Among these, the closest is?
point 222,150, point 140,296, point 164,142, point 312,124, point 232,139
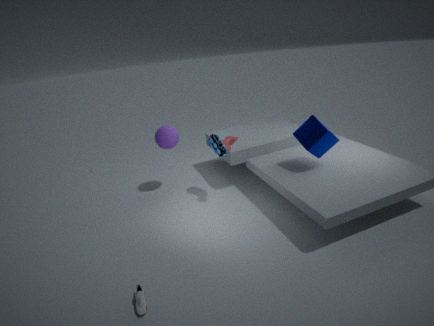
point 140,296
